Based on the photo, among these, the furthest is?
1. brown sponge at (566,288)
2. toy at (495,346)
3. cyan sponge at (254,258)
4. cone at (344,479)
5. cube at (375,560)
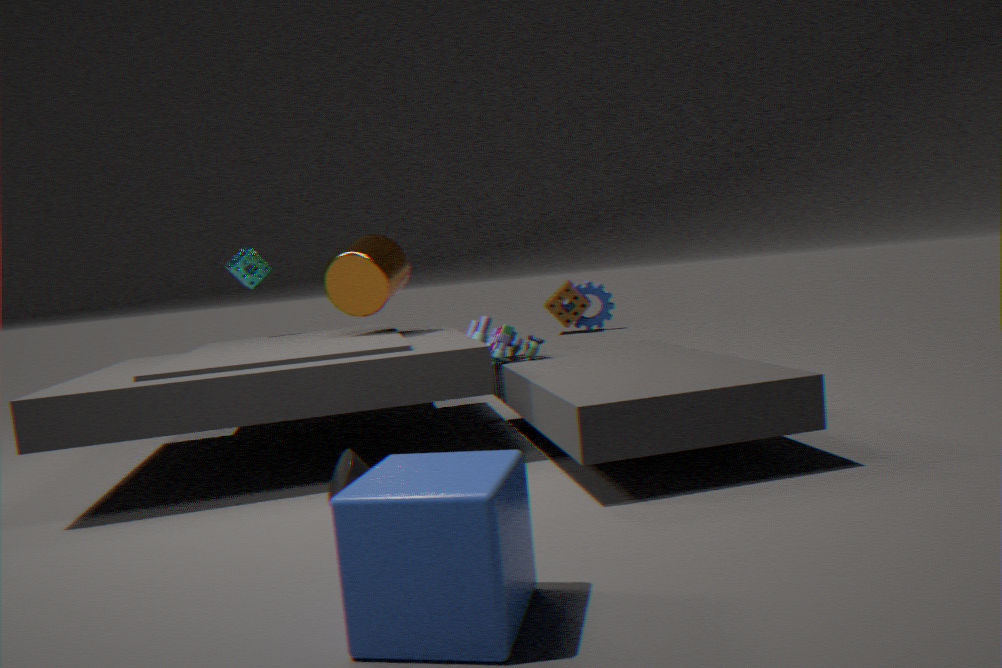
brown sponge at (566,288)
